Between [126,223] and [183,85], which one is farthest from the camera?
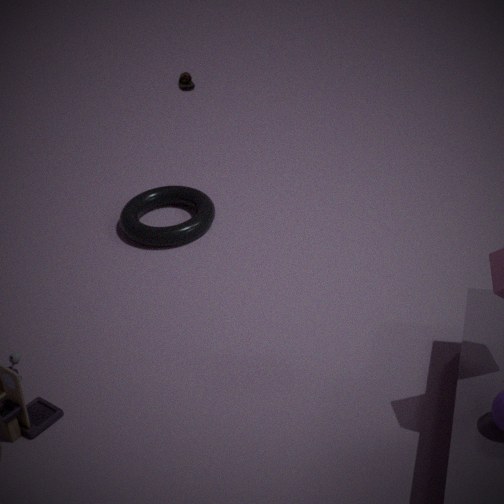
[183,85]
